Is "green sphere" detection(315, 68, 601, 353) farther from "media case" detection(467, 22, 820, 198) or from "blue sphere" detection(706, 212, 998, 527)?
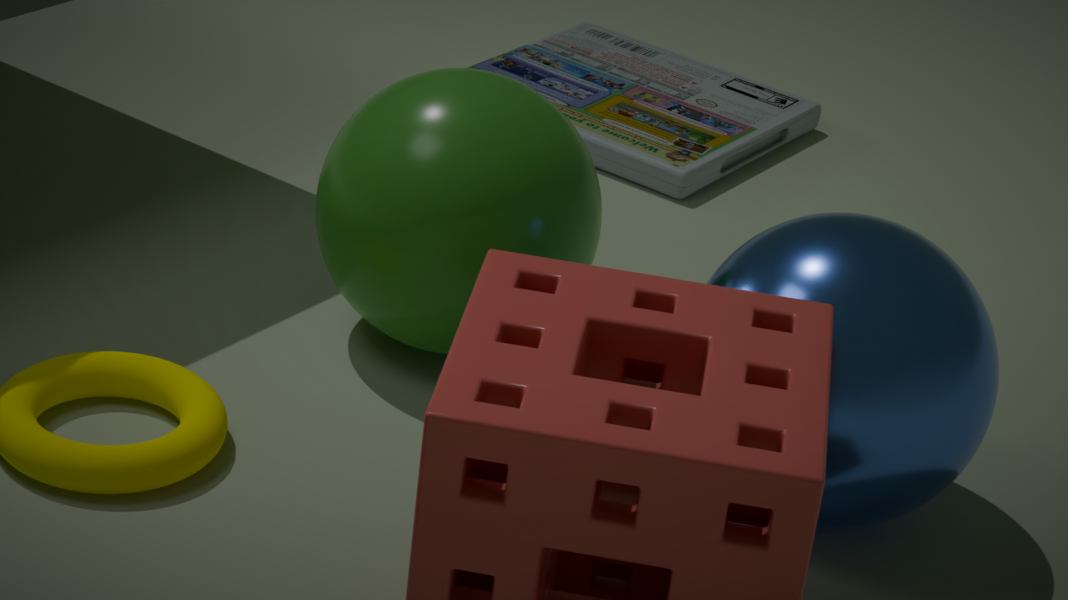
"media case" detection(467, 22, 820, 198)
